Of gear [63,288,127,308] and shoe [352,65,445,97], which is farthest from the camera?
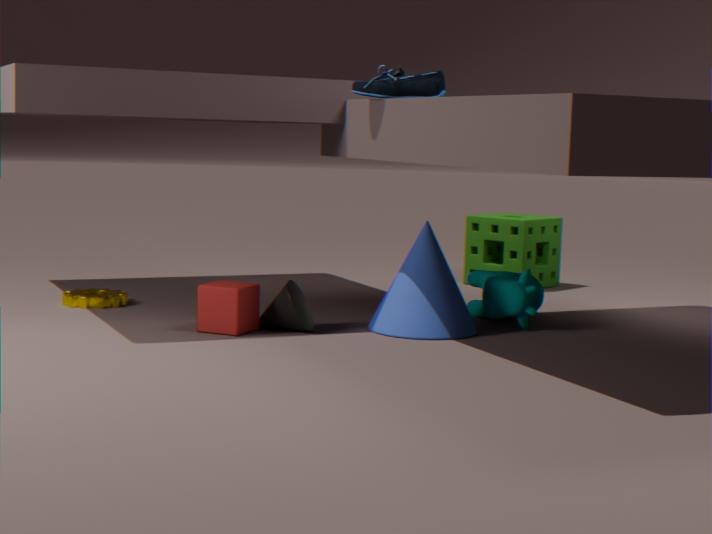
gear [63,288,127,308]
